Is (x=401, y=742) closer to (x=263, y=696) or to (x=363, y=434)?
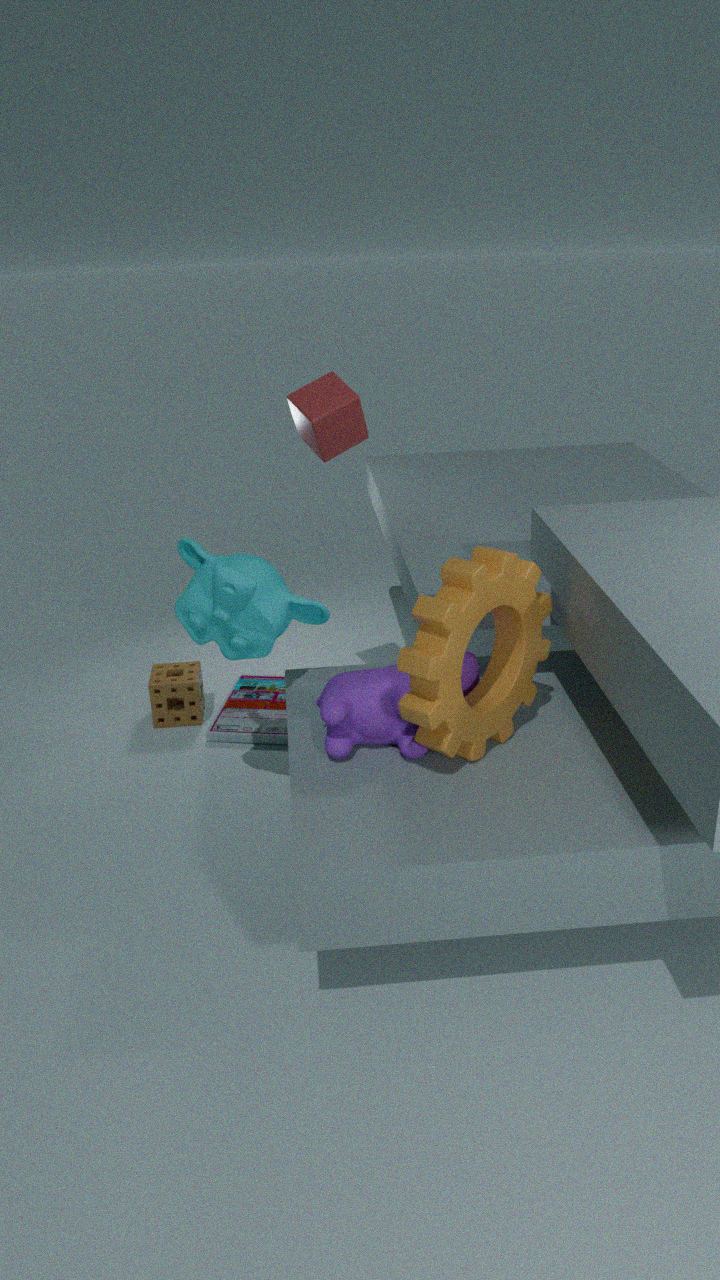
(x=363, y=434)
